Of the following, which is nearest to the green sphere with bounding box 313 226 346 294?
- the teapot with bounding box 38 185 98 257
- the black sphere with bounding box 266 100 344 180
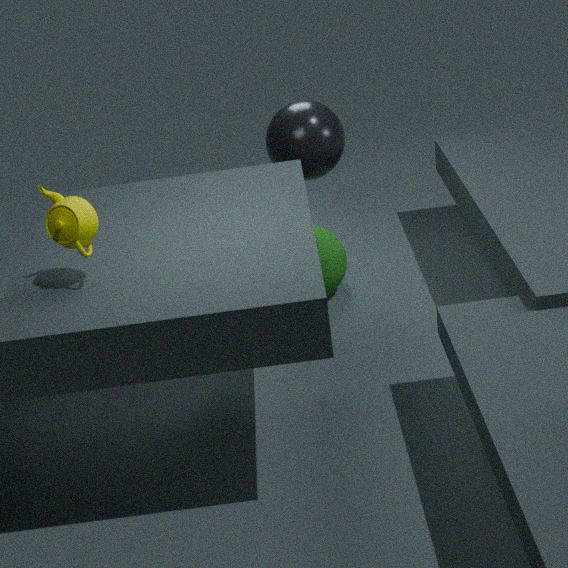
the black sphere with bounding box 266 100 344 180
